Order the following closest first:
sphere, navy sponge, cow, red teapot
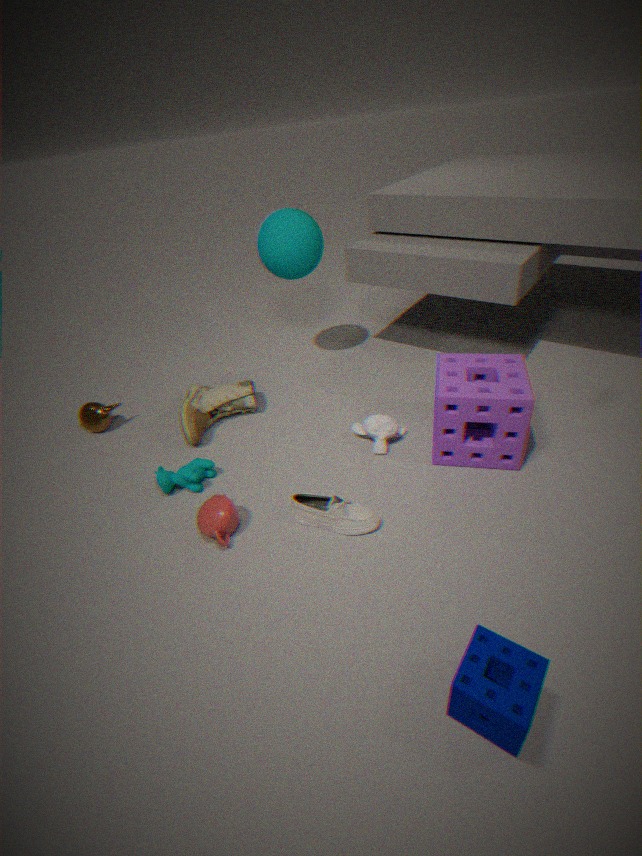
navy sponge
red teapot
cow
sphere
